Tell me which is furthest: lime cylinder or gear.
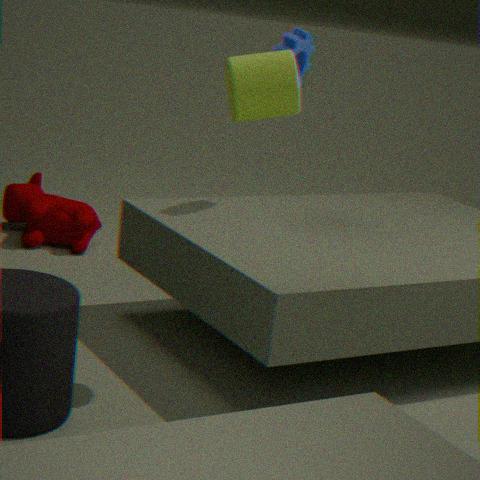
gear
